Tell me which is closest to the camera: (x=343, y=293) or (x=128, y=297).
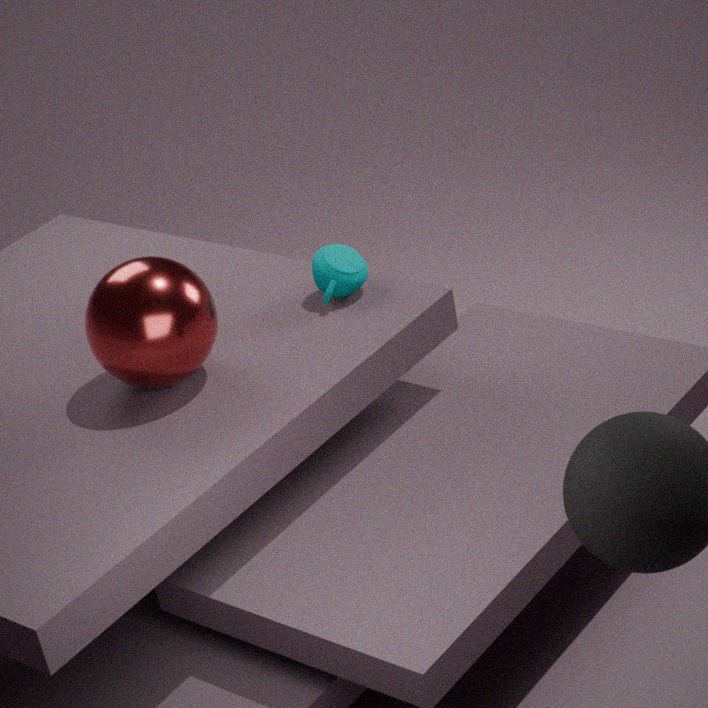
(x=128, y=297)
